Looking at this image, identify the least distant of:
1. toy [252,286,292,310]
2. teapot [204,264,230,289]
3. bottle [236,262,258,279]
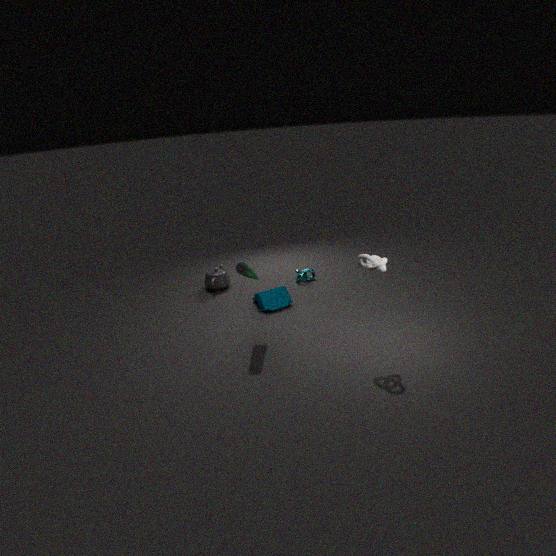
bottle [236,262,258,279]
